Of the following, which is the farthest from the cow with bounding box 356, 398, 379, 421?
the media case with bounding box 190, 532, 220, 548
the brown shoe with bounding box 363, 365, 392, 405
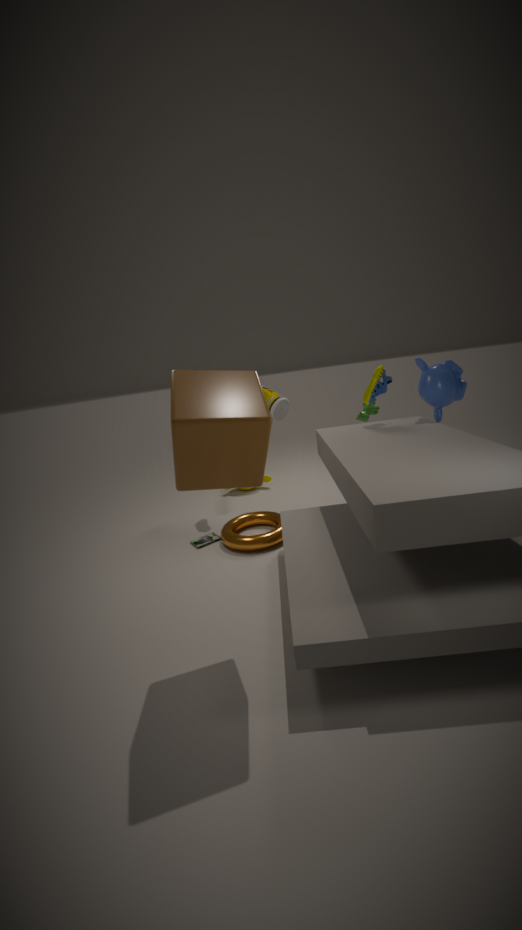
the media case with bounding box 190, 532, 220, 548
